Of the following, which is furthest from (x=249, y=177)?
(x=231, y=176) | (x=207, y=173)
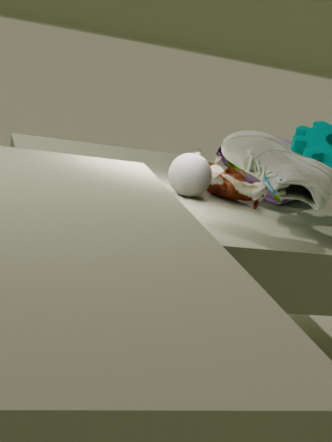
A: (x=207, y=173)
